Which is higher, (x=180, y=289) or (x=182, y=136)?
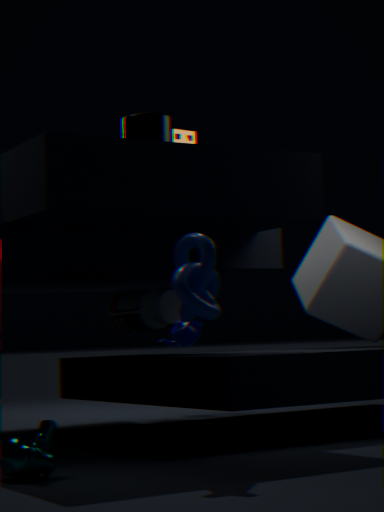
(x=182, y=136)
